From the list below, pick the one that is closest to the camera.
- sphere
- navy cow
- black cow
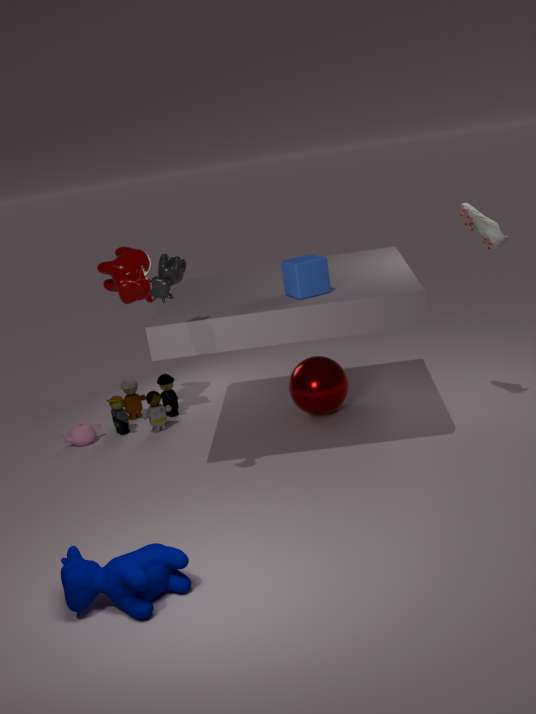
navy cow
